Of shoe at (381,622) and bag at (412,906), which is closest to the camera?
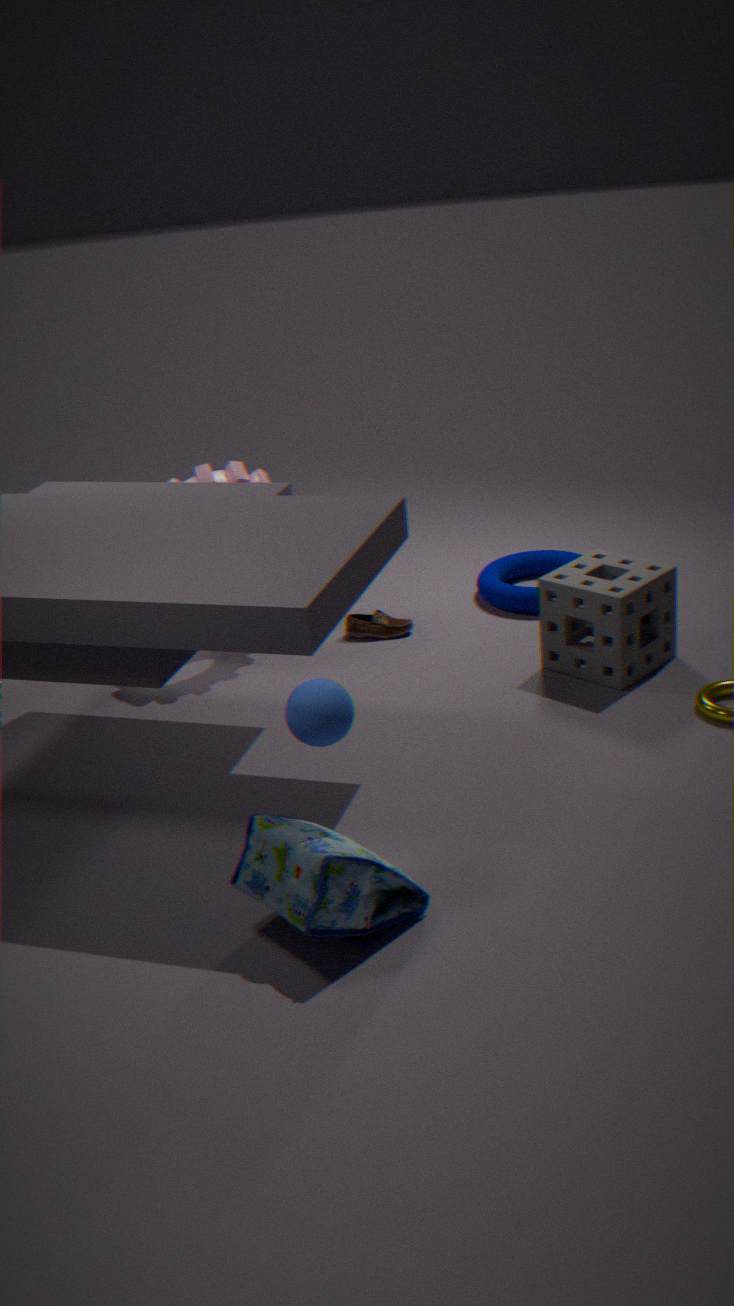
bag at (412,906)
